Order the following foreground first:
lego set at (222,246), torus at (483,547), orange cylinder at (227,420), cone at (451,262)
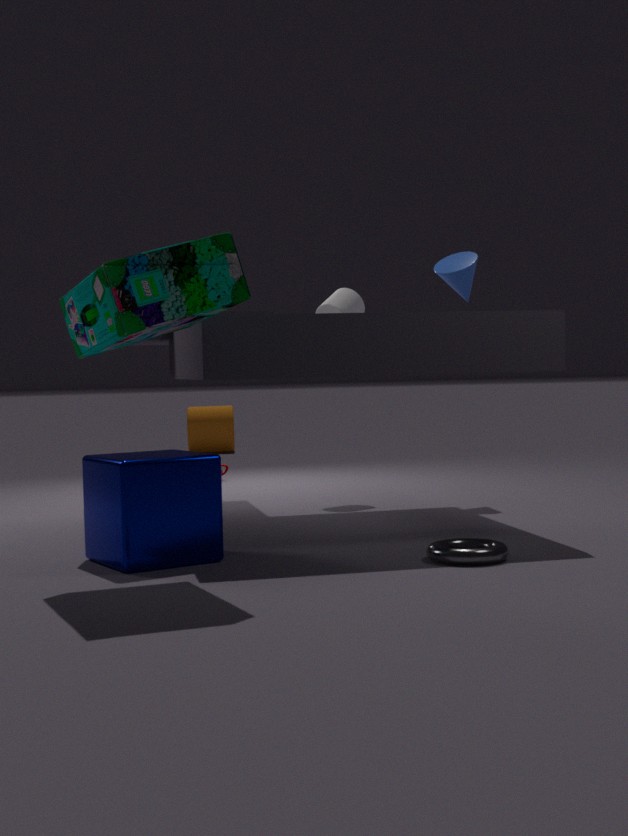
lego set at (222,246)
torus at (483,547)
cone at (451,262)
orange cylinder at (227,420)
